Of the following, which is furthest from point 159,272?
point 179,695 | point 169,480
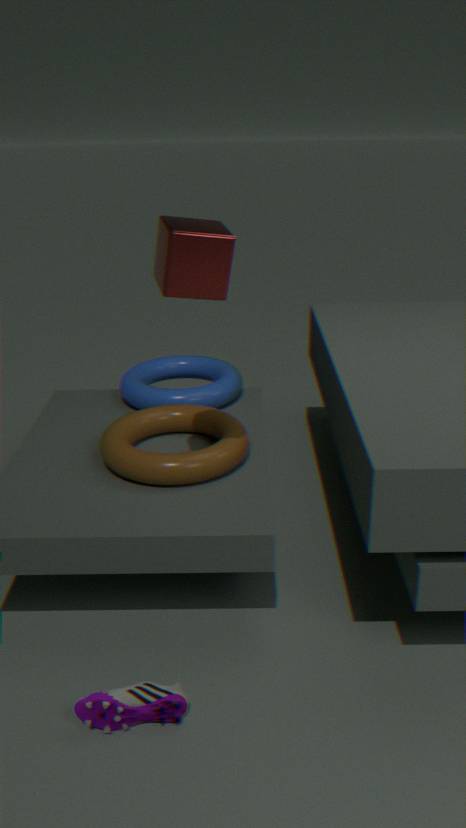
point 179,695
